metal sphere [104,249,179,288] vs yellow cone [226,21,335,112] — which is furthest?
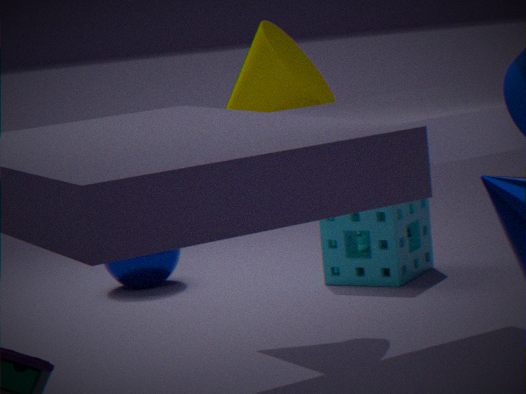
metal sphere [104,249,179,288]
